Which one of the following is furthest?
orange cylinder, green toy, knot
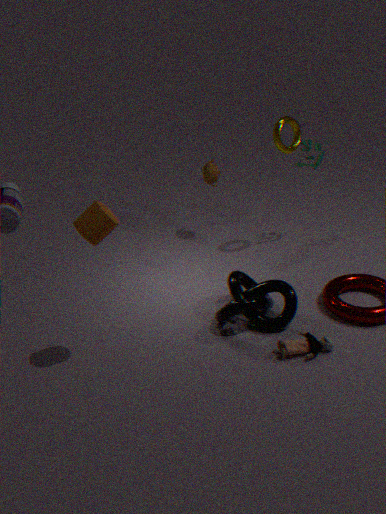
green toy
